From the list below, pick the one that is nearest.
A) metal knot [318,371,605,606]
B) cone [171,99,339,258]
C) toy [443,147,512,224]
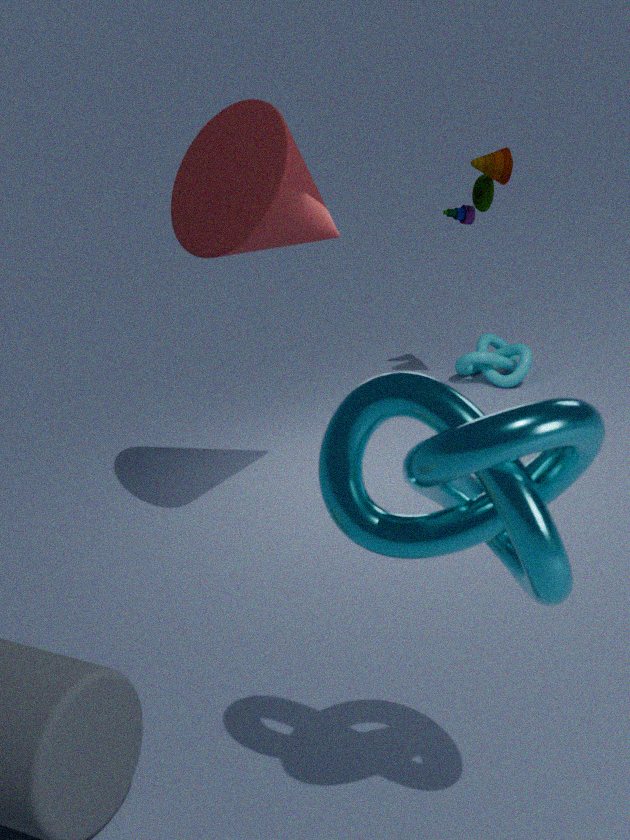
metal knot [318,371,605,606]
